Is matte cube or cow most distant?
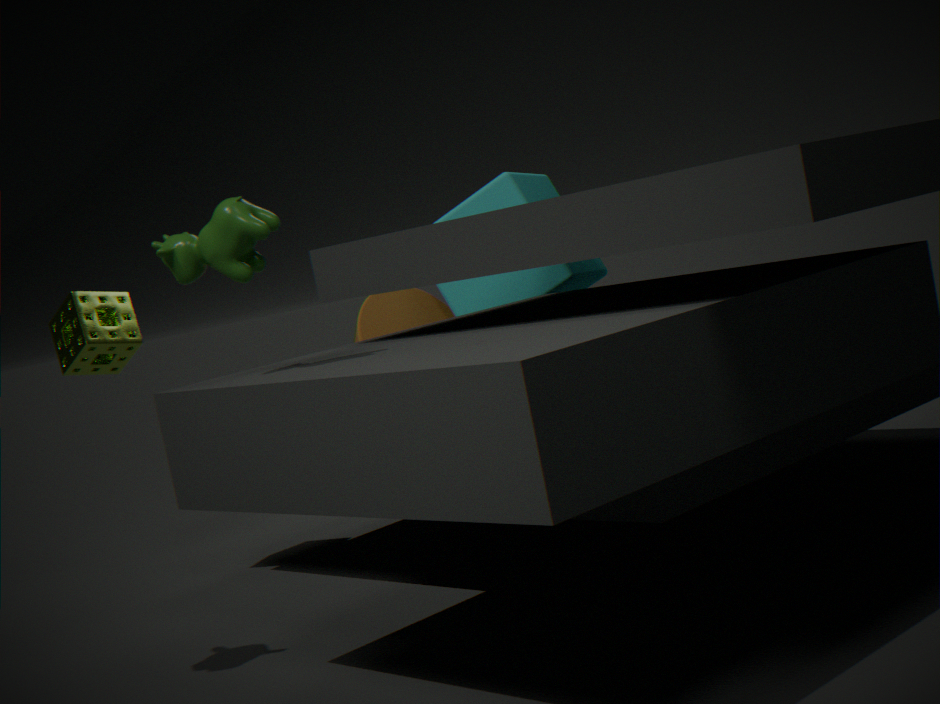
matte cube
